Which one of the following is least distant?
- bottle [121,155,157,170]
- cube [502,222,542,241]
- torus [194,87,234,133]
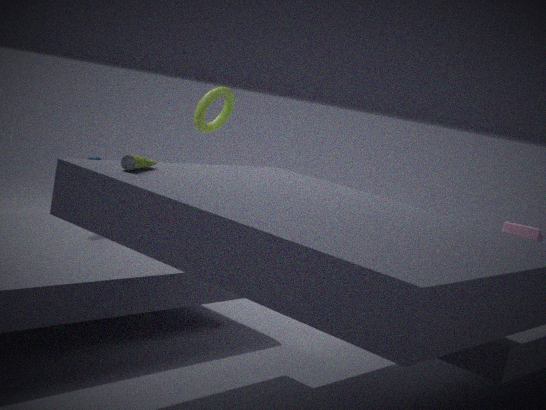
A: bottle [121,155,157,170]
